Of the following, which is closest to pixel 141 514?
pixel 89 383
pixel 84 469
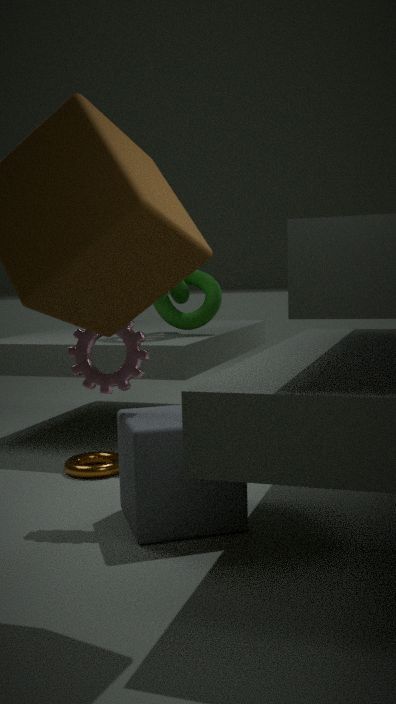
pixel 89 383
